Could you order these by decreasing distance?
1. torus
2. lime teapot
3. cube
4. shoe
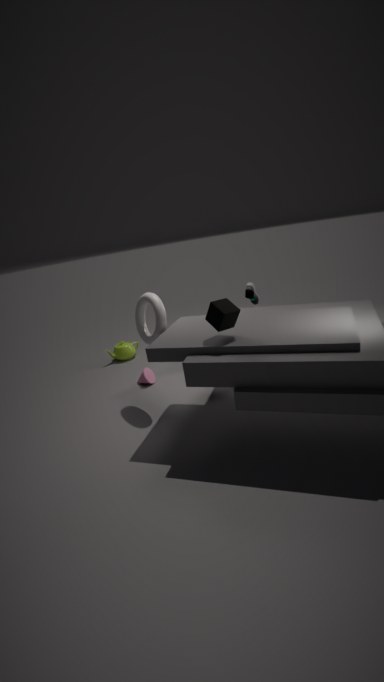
lime teapot, shoe, torus, cube
